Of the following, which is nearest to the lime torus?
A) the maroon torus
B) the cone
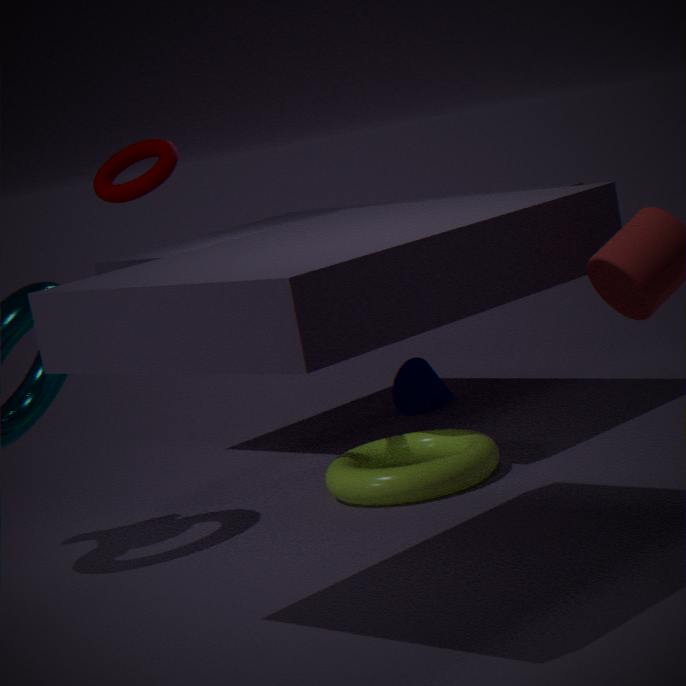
the cone
